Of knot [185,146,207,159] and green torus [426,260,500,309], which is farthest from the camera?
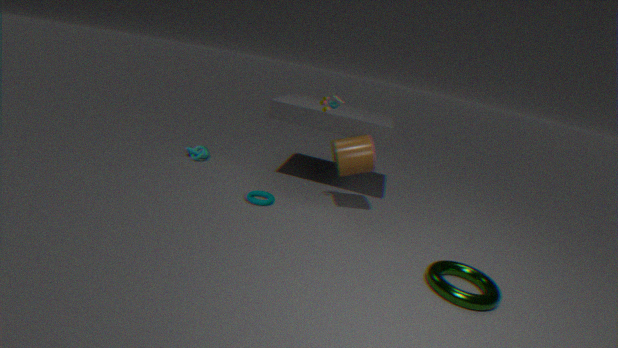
knot [185,146,207,159]
